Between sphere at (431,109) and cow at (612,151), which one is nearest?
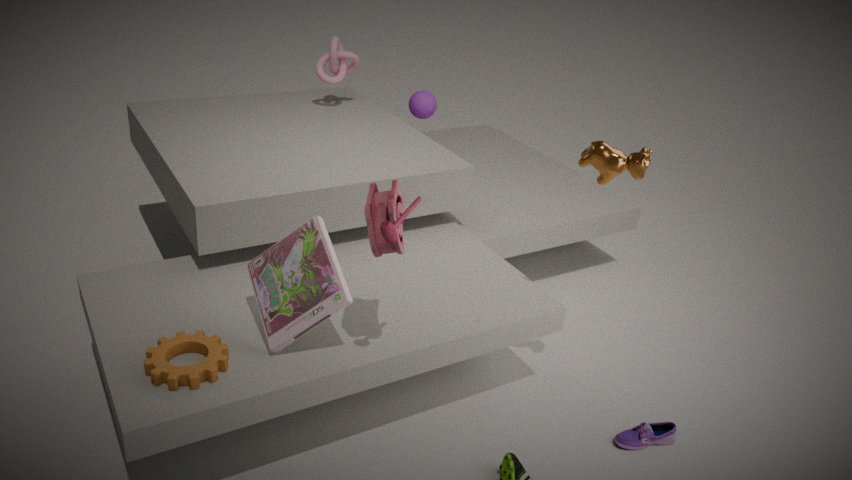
cow at (612,151)
